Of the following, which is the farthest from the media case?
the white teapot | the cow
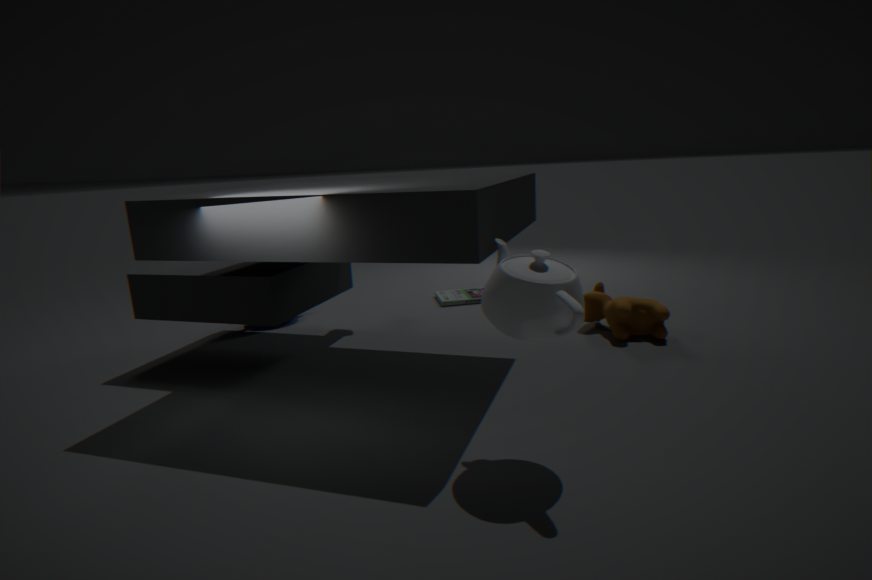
the white teapot
